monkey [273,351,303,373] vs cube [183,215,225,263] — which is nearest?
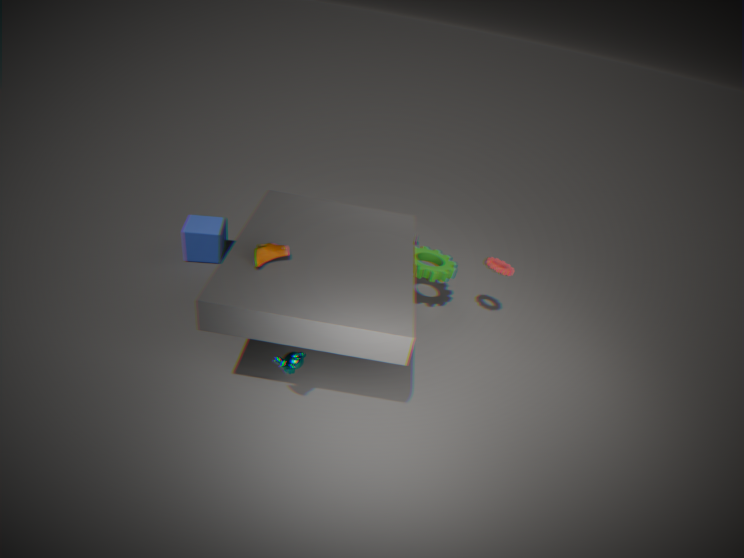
monkey [273,351,303,373]
